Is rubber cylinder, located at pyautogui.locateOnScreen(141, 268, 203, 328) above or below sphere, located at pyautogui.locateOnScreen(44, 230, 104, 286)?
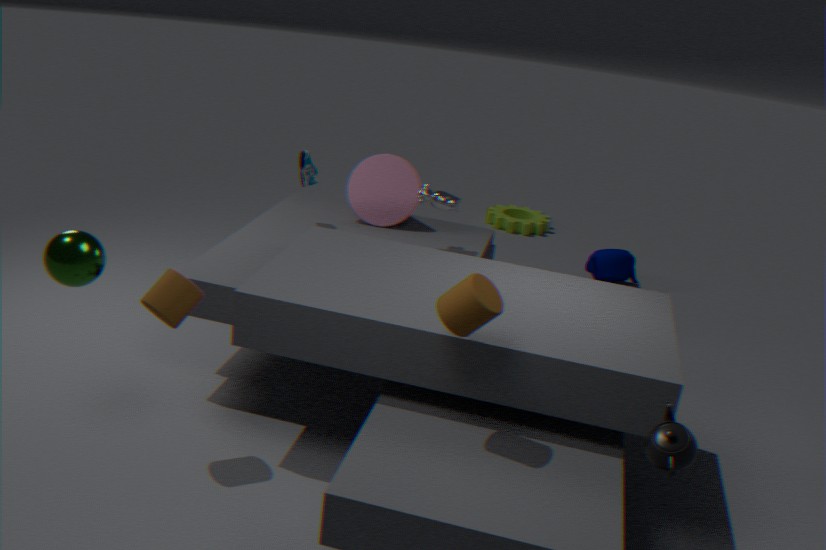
A: below
